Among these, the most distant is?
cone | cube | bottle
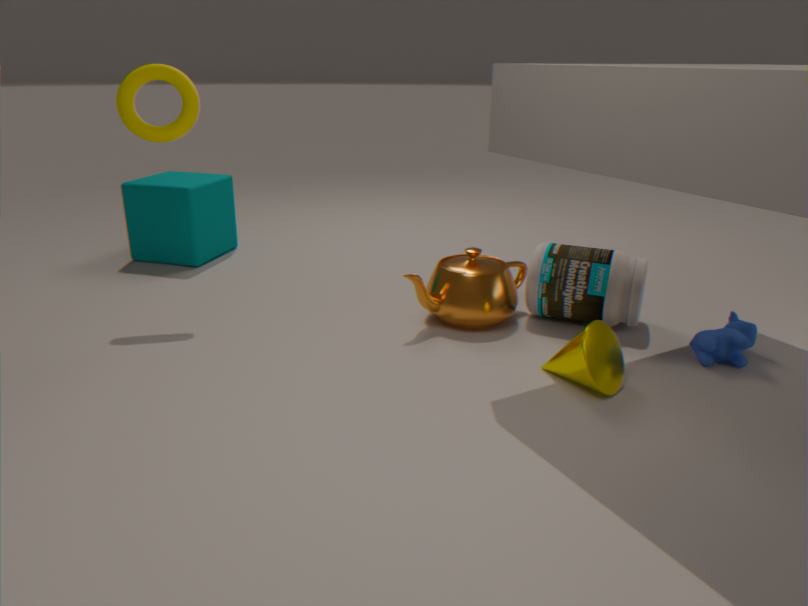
cube
